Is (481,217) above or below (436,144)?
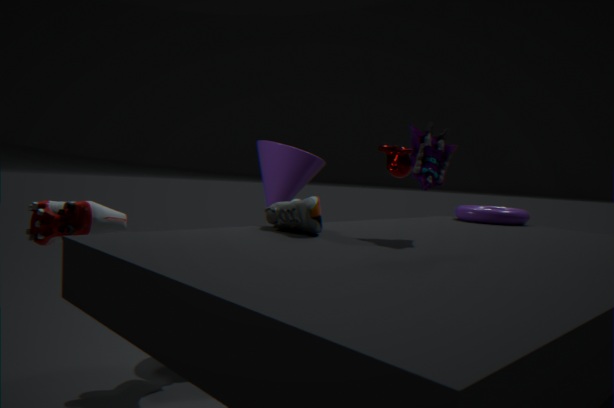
below
